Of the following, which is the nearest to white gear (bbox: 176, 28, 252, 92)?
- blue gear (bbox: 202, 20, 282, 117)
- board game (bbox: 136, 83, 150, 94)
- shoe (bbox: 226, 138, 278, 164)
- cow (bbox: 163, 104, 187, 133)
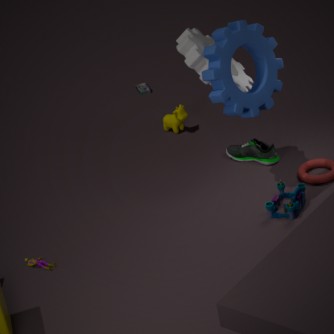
blue gear (bbox: 202, 20, 282, 117)
